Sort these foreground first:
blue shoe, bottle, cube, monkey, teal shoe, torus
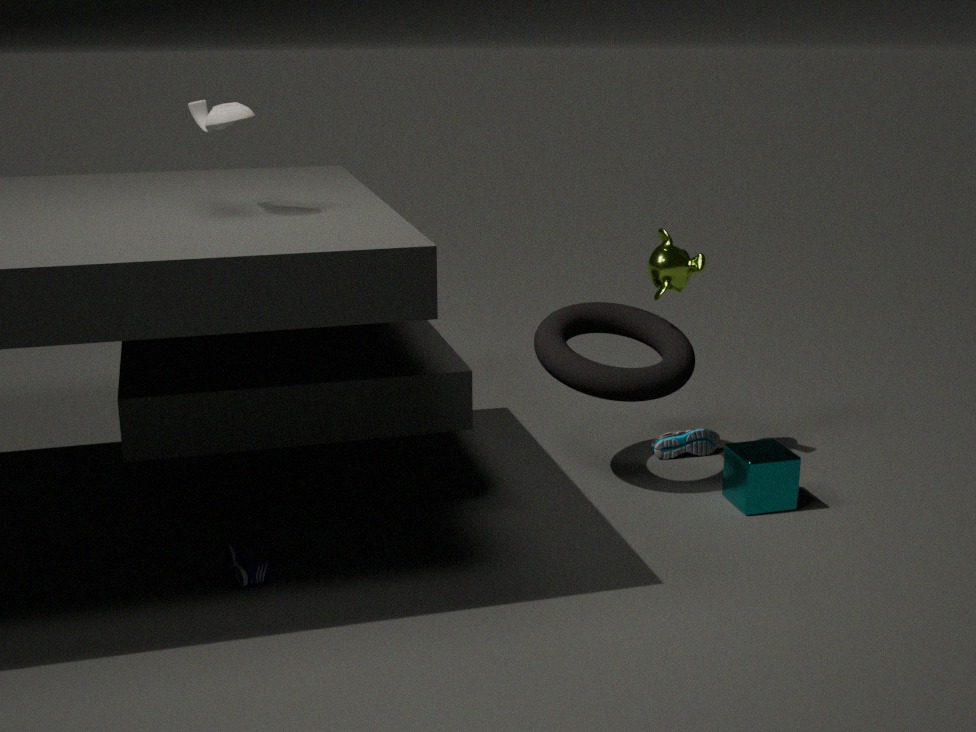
bottle < blue shoe < cube < torus < monkey < teal shoe
